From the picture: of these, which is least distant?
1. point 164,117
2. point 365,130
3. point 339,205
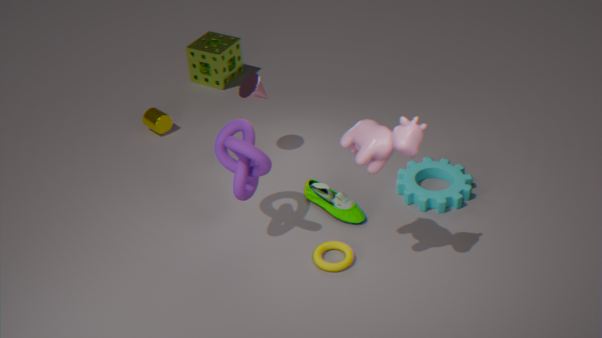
point 365,130
